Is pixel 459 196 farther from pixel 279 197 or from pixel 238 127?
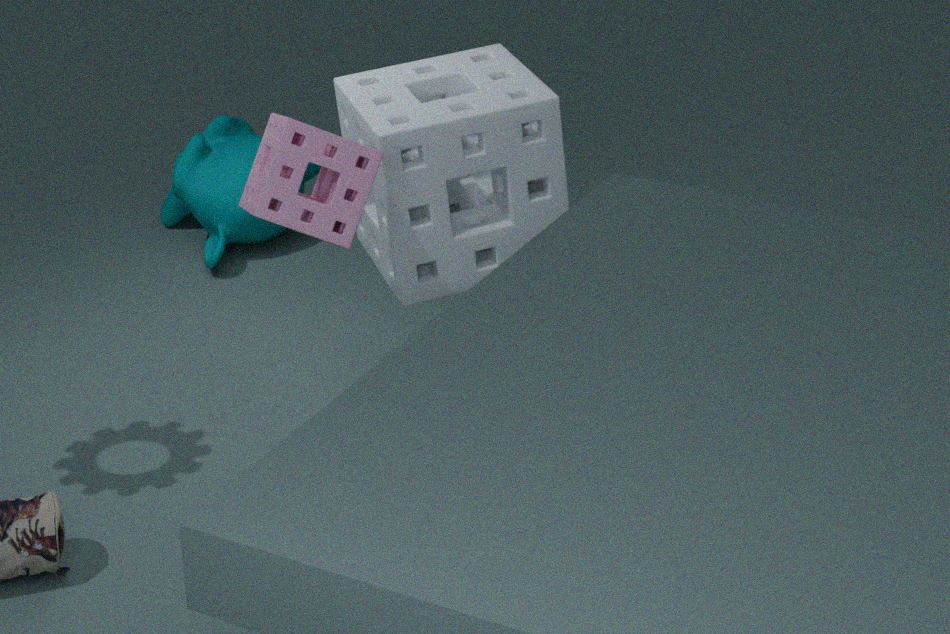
pixel 238 127
